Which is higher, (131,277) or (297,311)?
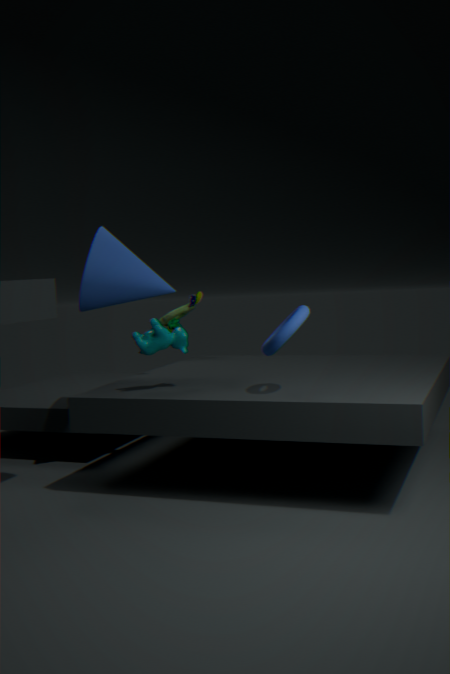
(131,277)
